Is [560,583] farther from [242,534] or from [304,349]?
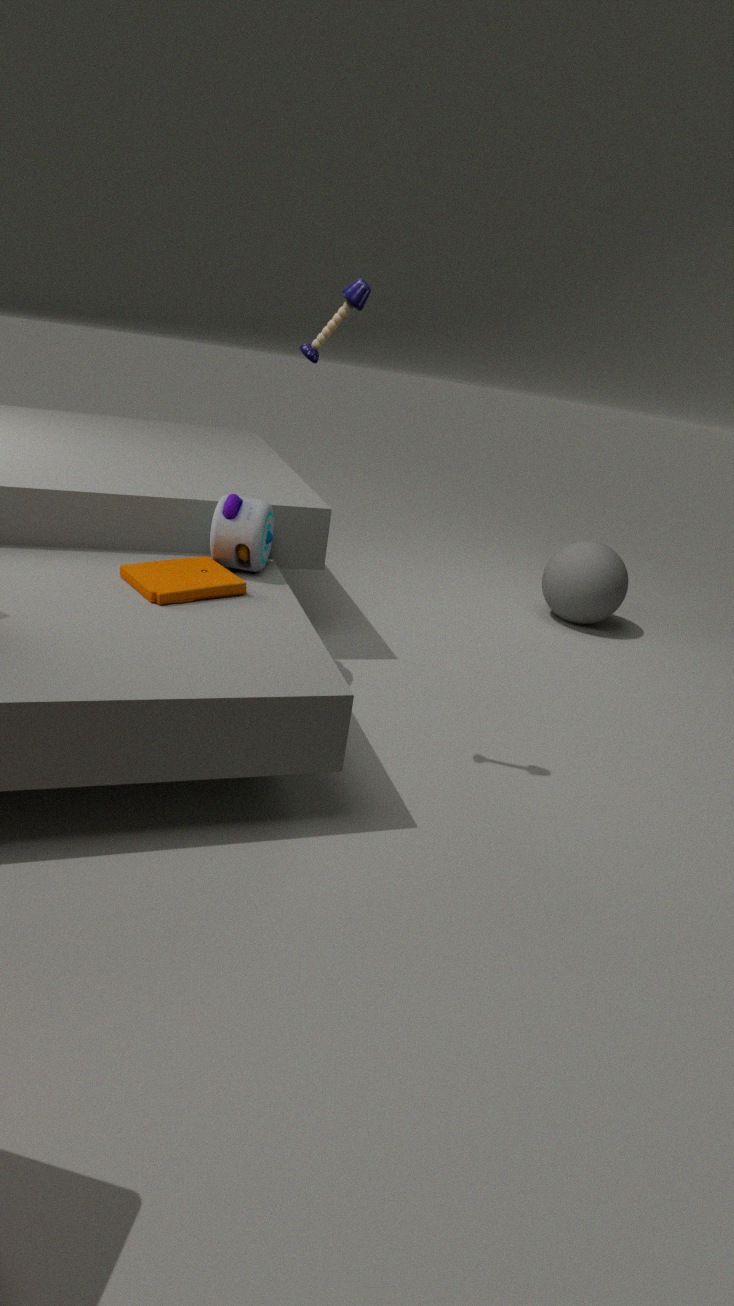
[304,349]
